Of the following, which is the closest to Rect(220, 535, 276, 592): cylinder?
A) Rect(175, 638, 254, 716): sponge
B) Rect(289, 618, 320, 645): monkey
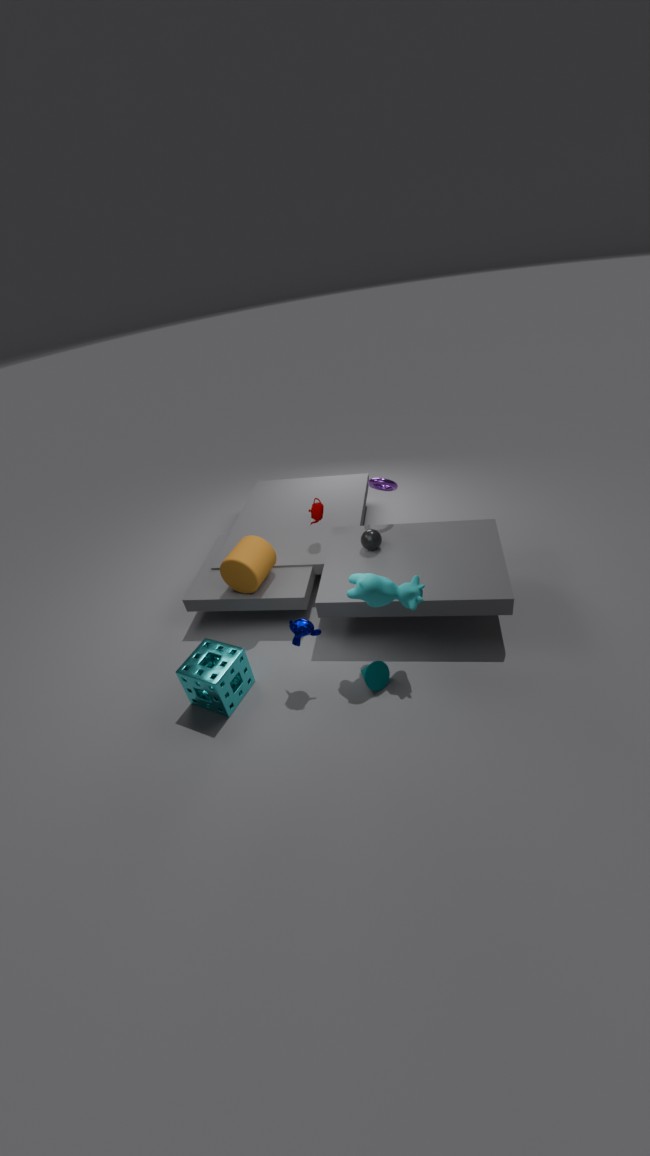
Rect(175, 638, 254, 716): sponge
